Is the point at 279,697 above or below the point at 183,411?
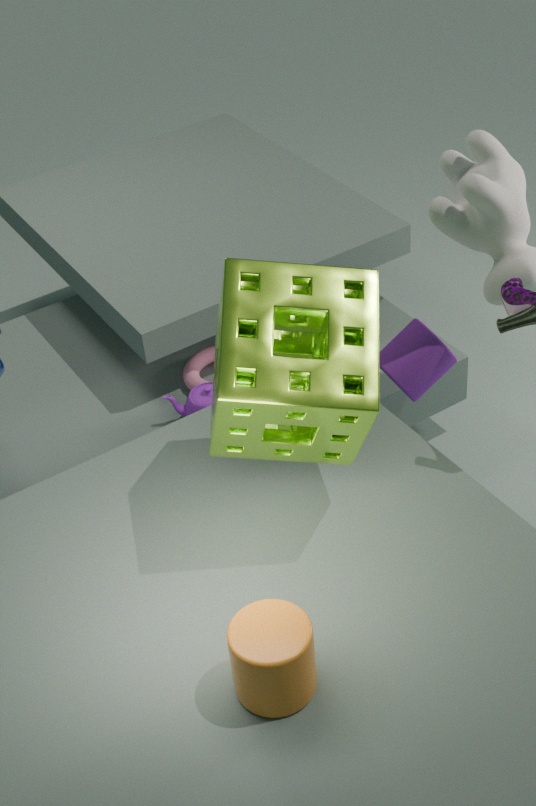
above
